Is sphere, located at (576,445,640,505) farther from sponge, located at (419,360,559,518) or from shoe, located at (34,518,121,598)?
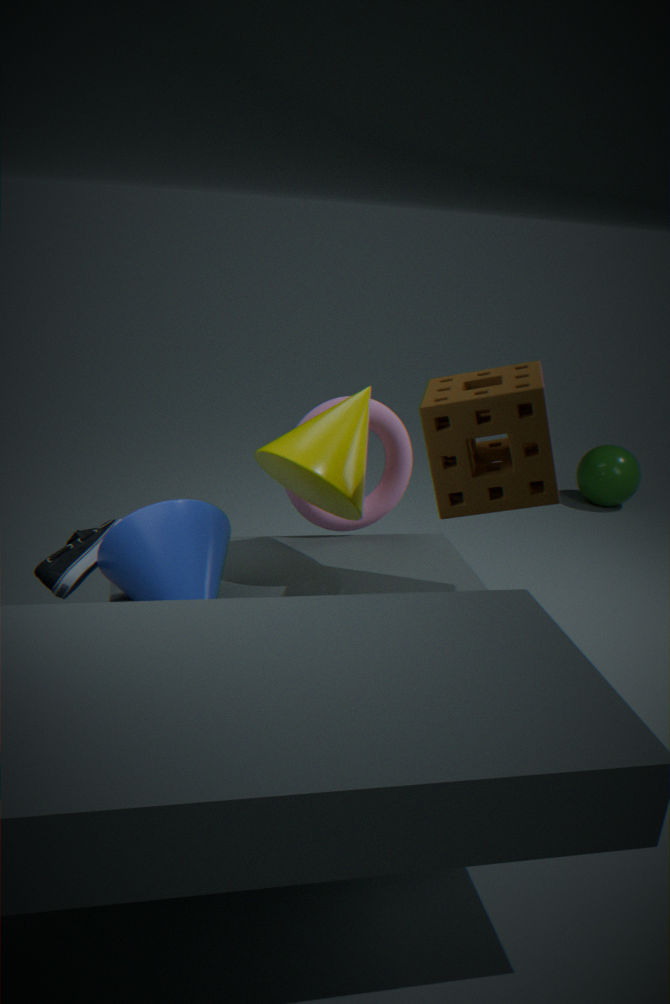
shoe, located at (34,518,121,598)
